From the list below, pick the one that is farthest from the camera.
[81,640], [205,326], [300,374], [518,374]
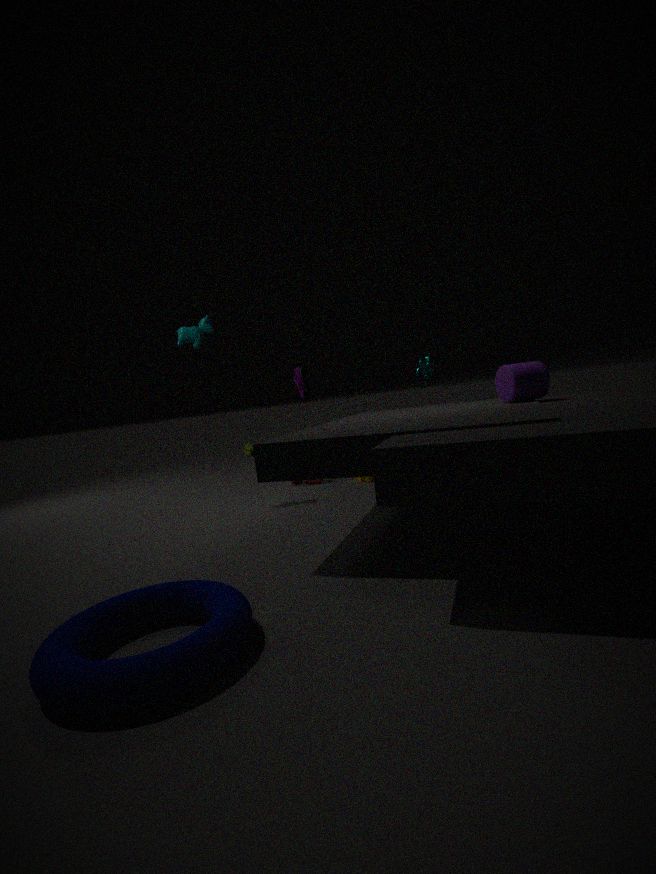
[300,374]
